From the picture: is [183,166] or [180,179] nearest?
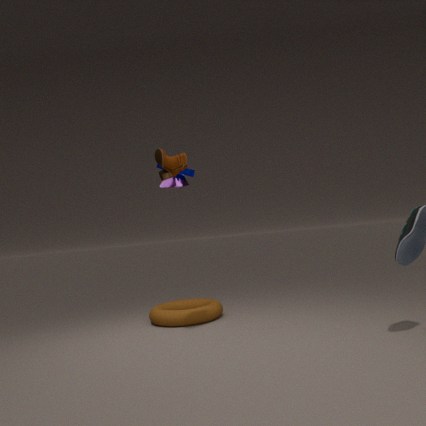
[183,166]
